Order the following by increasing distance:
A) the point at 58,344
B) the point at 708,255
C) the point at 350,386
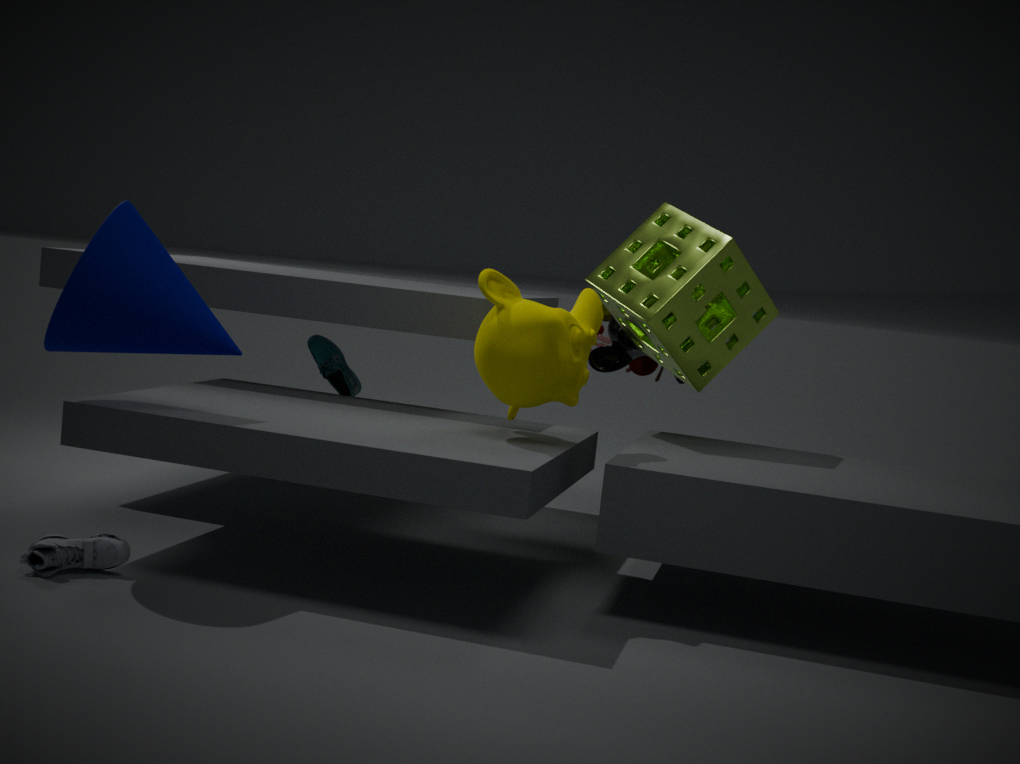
the point at 58,344 → the point at 708,255 → the point at 350,386
